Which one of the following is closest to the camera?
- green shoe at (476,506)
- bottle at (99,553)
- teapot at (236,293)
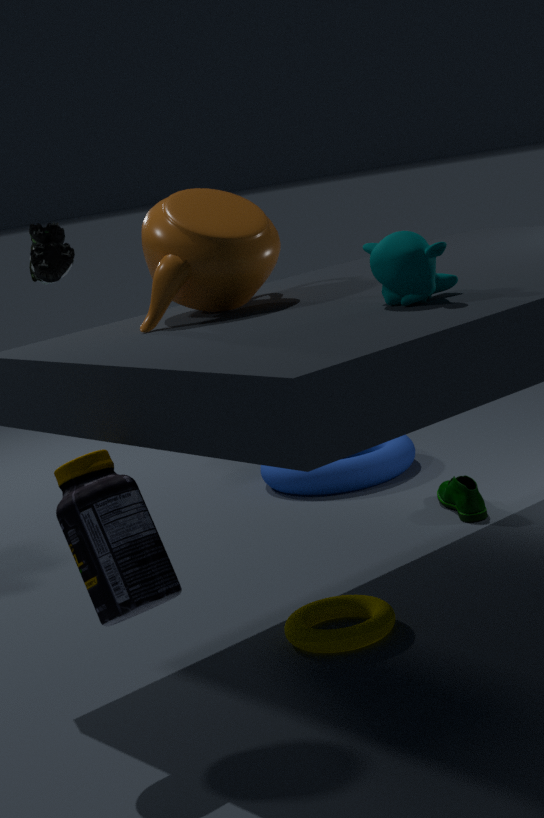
bottle at (99,553)
